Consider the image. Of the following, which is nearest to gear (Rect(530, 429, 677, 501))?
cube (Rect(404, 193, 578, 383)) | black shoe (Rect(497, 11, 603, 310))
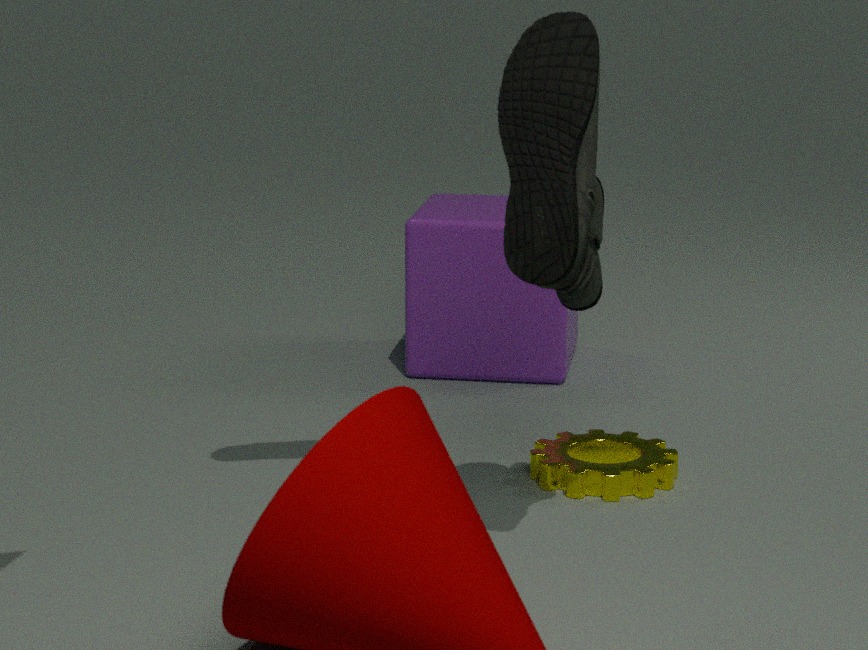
black shoe (Rect(497, 11, 603, 310))
